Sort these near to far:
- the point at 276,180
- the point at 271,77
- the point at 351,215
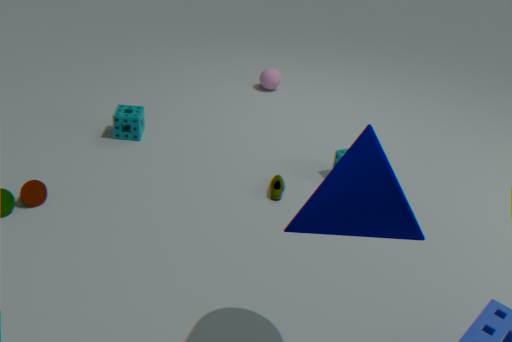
the point at 351,215 < the point at 276,180 < the point at 271,77
